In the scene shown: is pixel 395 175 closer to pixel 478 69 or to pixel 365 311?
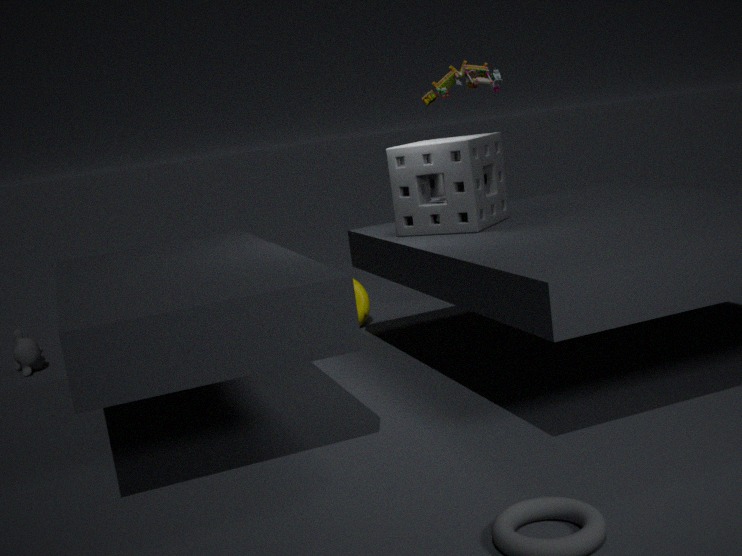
pixel 478 69
